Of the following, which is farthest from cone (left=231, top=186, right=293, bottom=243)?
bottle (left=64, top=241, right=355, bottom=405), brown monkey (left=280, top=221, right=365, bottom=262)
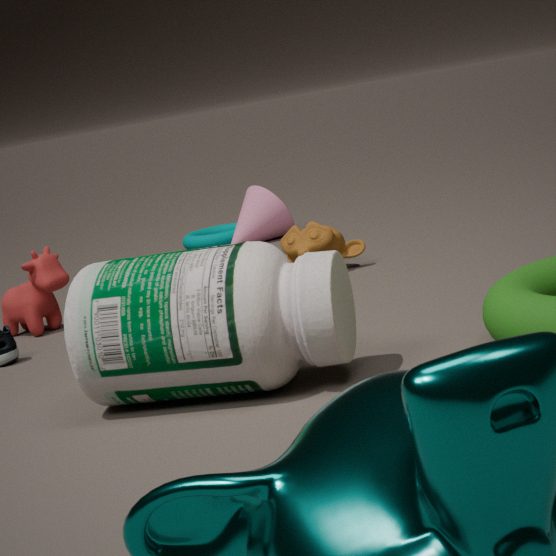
bottle (left=64, top=241, right=355, bottom=405)
